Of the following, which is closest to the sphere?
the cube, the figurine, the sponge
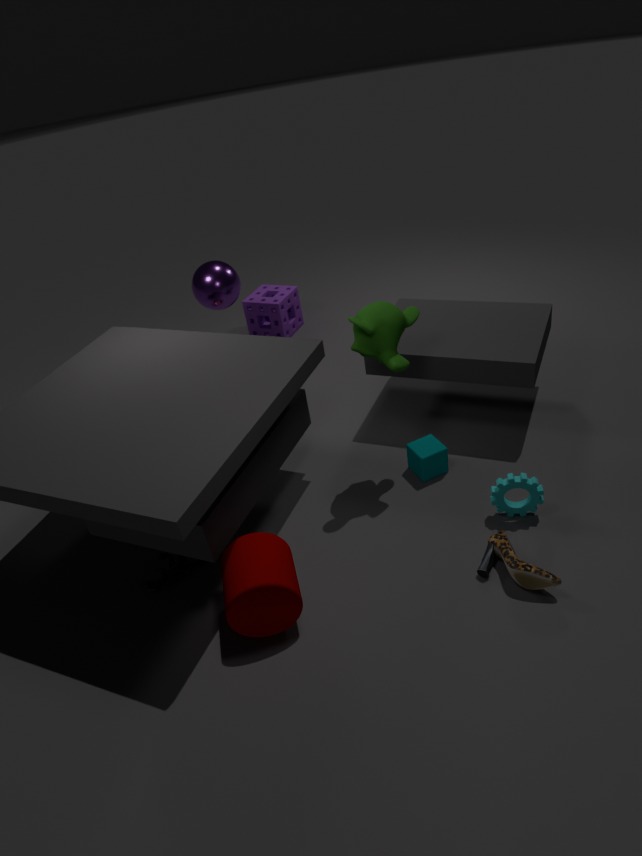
the sponge
